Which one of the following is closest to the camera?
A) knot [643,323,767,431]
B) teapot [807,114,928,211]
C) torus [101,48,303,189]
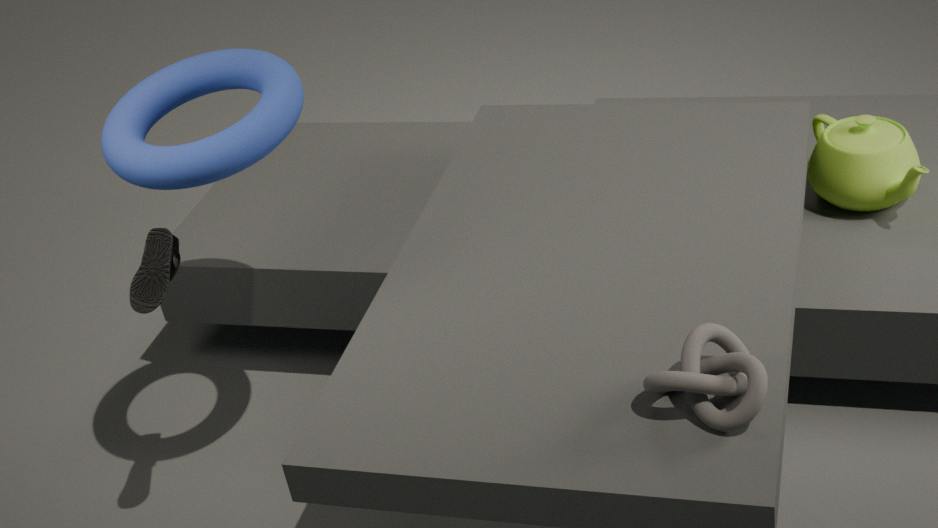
knot [643,323,767,431]
